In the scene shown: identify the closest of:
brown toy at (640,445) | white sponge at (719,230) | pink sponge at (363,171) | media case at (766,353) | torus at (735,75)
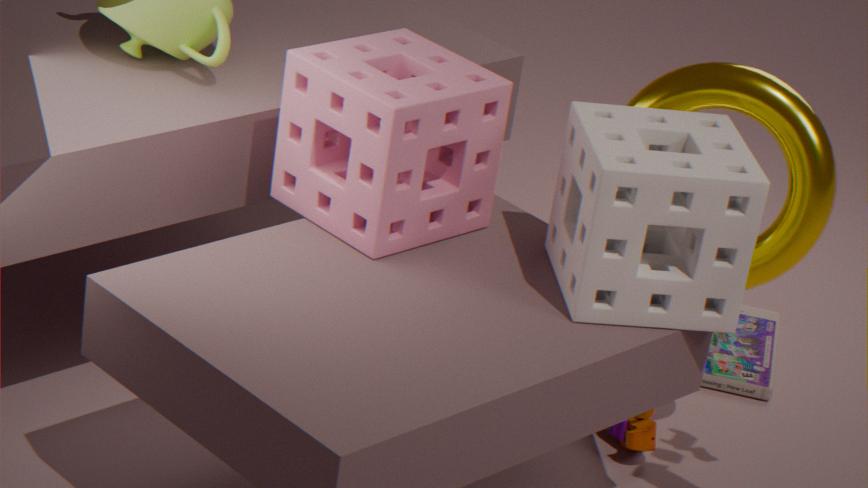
white sponge at (719,230)
